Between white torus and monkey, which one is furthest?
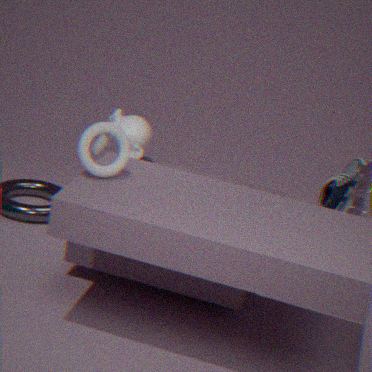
monkey
